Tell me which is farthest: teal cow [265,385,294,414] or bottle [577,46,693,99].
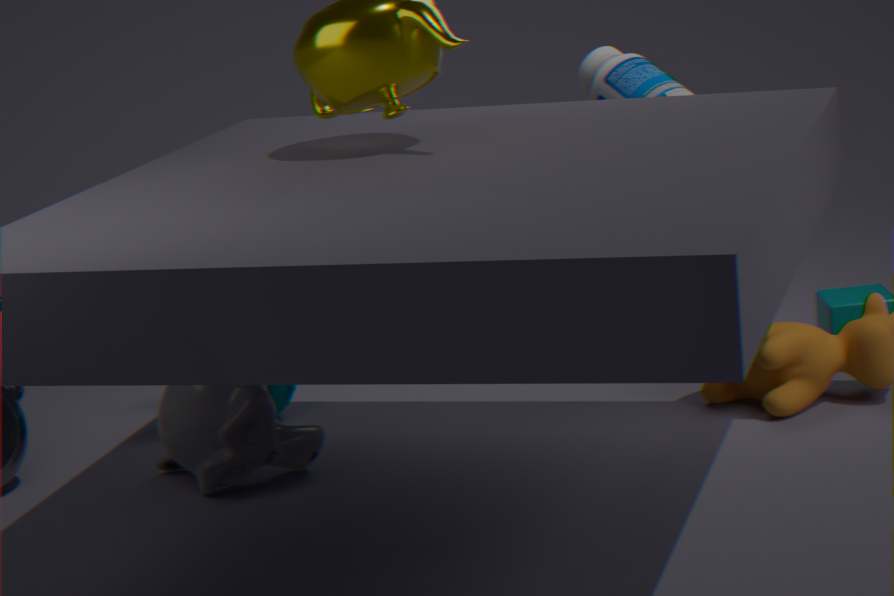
teal cow [265,385,294,414]
